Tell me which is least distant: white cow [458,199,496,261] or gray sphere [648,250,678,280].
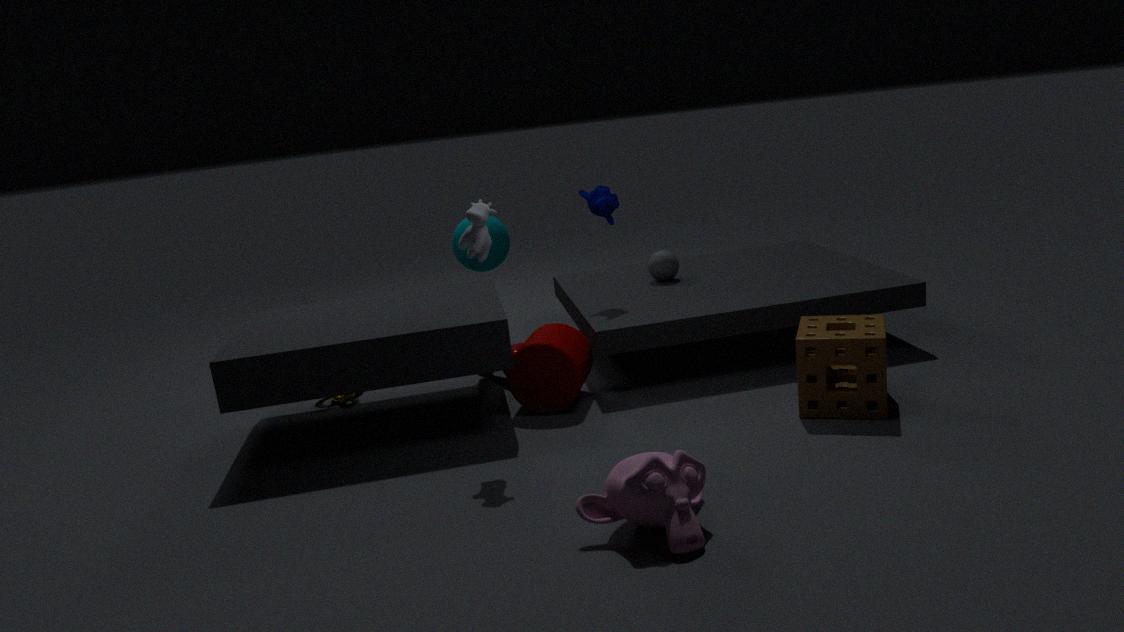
white cow [458,199,496,261]
